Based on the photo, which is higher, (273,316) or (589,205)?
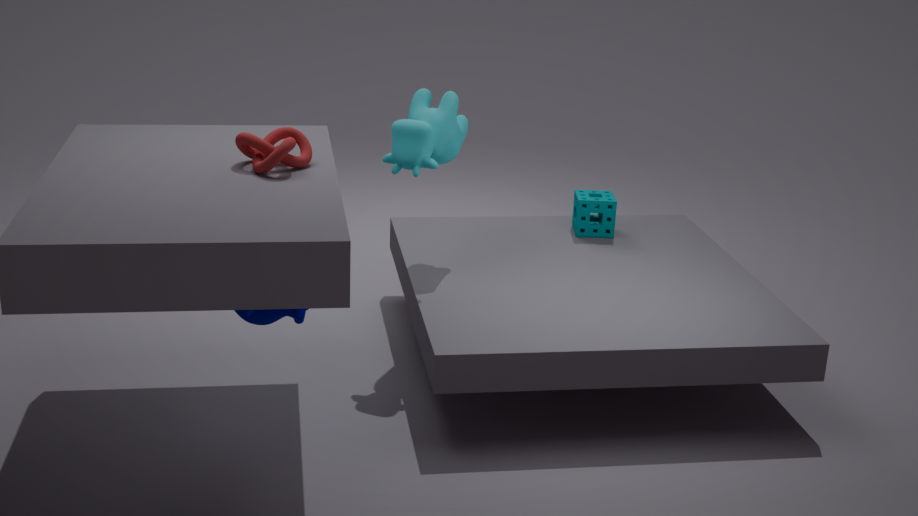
(273,316)
